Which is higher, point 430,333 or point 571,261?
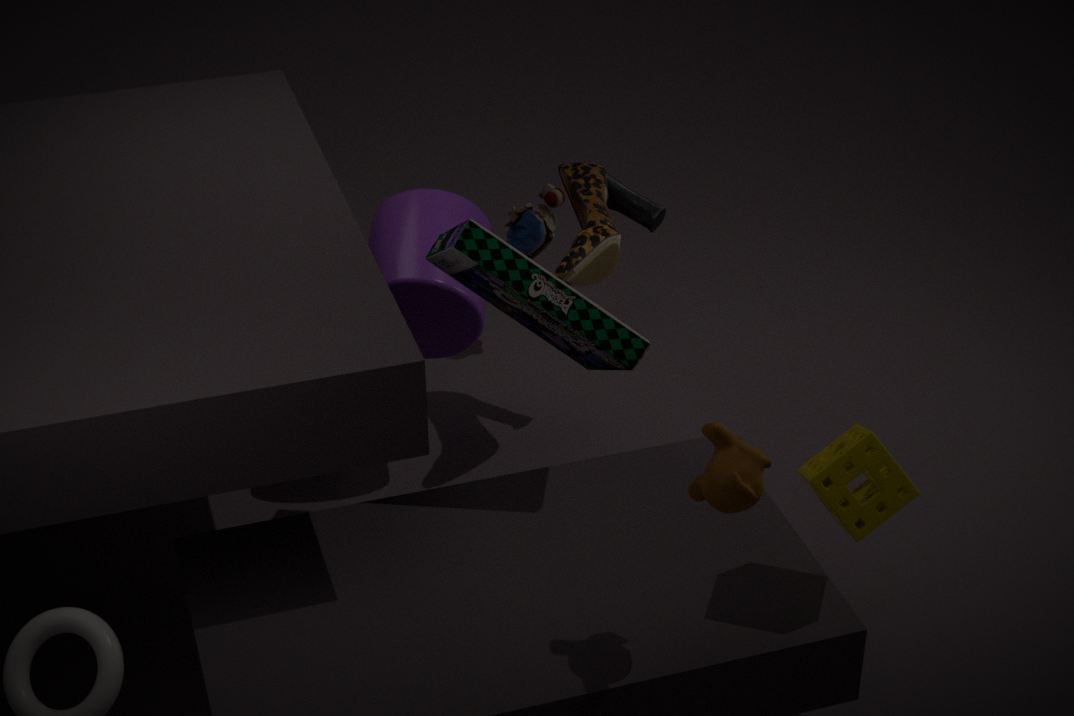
point 571,261
